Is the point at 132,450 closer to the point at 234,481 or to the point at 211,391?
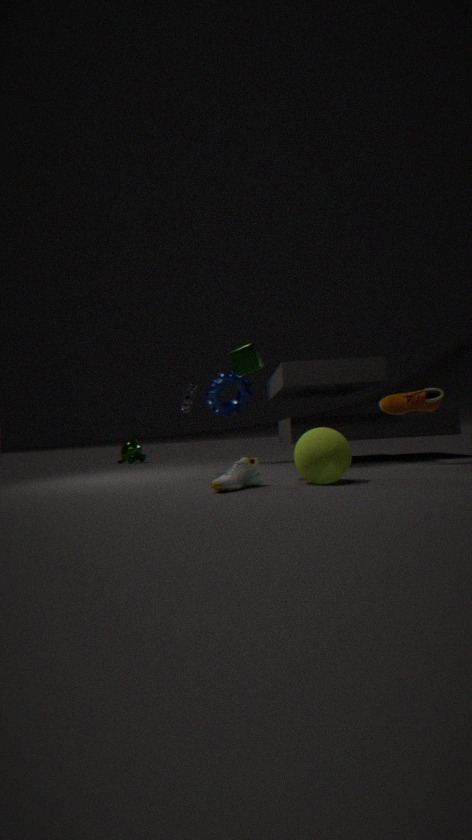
the point at 211,391
